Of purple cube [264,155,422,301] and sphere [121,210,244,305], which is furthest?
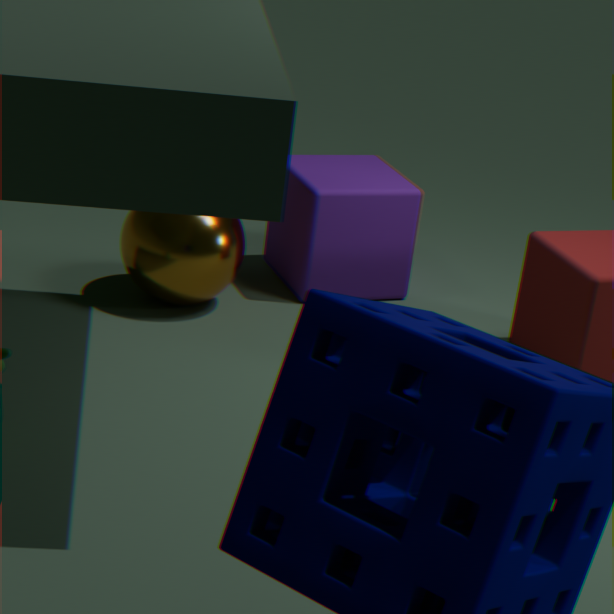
purple cube [264,155,422,301]
